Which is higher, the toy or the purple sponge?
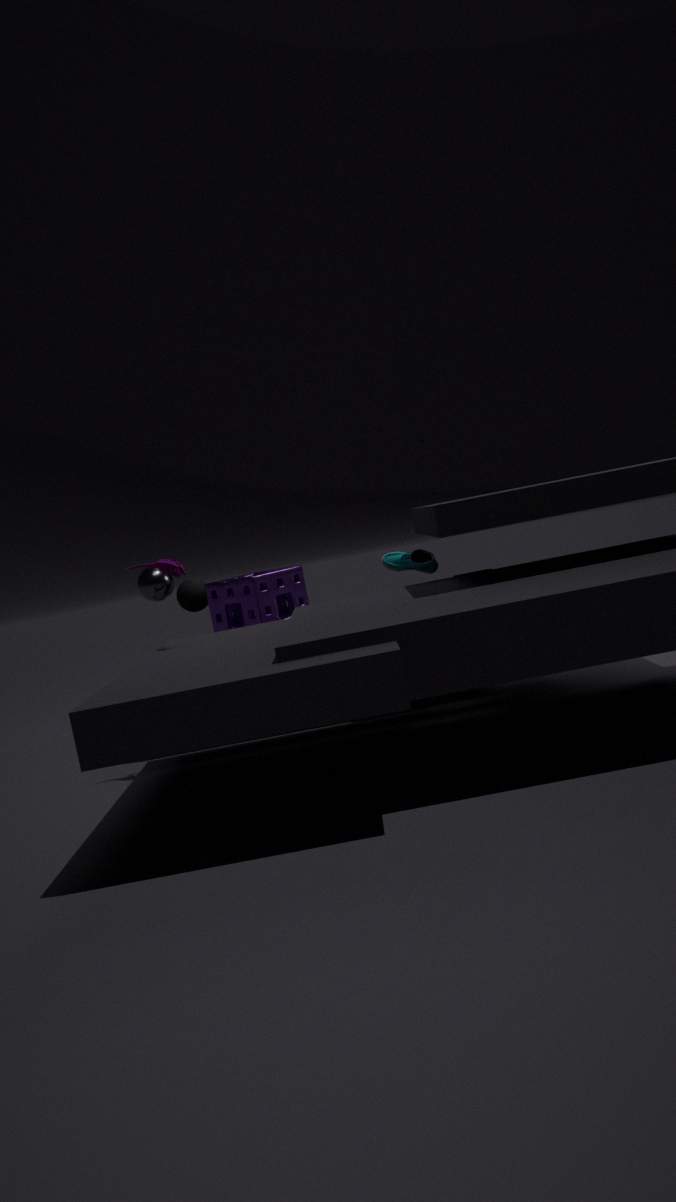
the toy
